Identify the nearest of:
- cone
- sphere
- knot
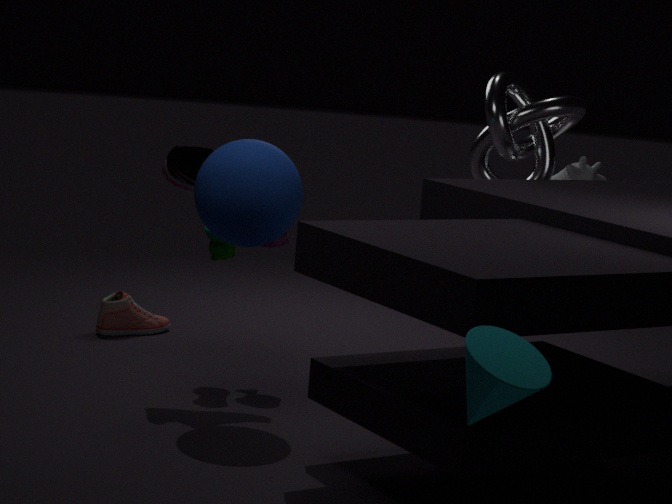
cone
